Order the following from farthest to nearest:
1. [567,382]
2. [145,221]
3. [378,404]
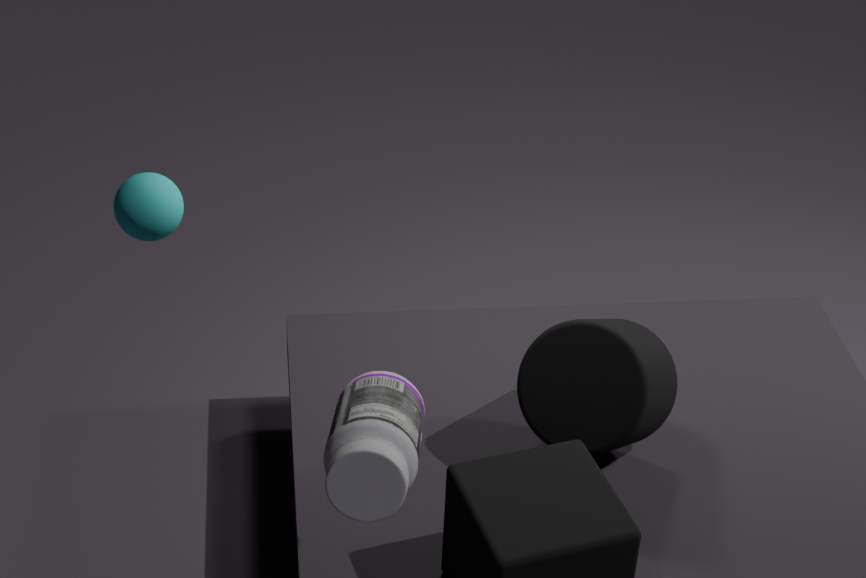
[567,382] → [145,221] → [378,404]
